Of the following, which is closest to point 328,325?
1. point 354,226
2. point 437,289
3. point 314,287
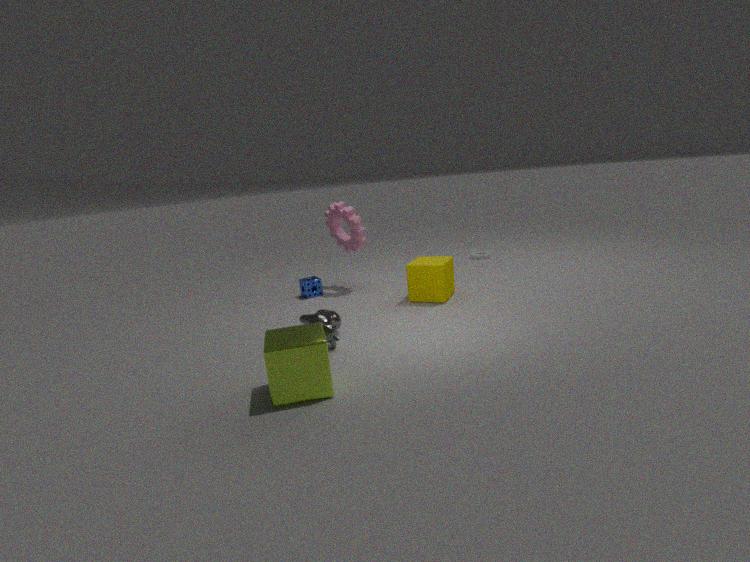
point 437,289
